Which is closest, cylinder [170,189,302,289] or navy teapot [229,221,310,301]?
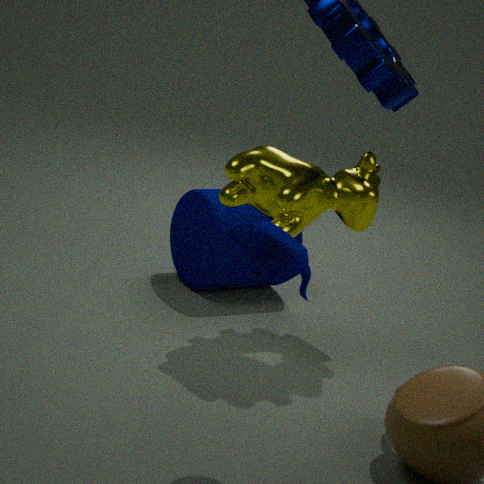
navy teapot [229,221,310,301]
